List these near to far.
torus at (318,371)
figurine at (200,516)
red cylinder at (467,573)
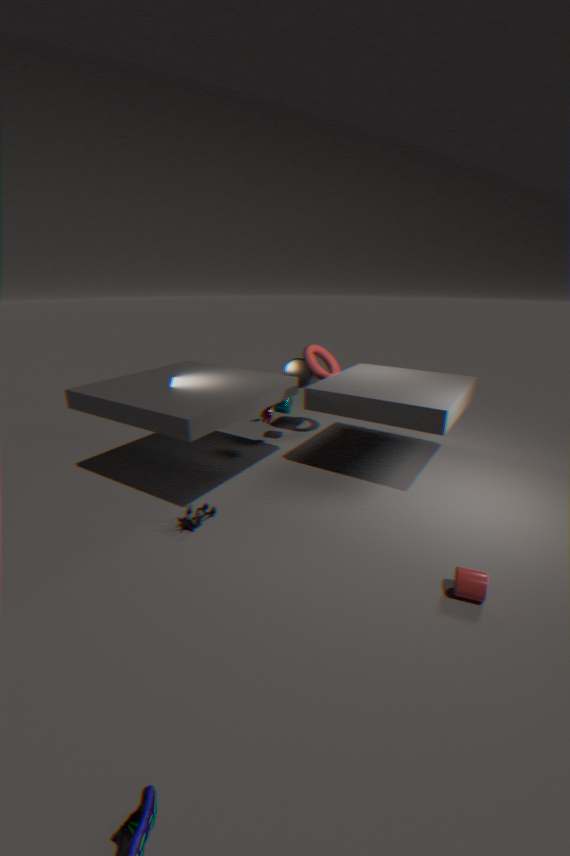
red cylinder at (467,573), figurine at (200,516), torus at (318,371)
